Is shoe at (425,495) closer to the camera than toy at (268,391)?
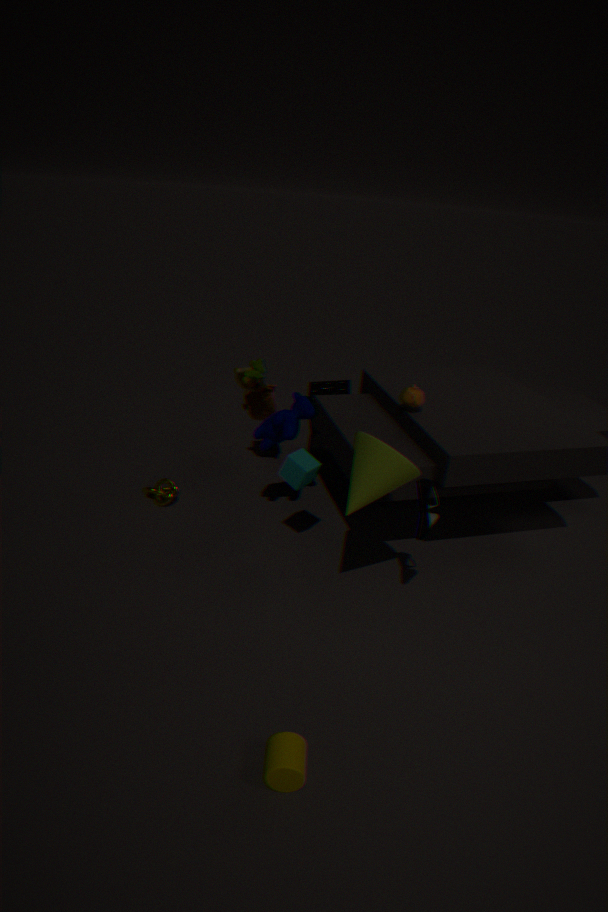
Yes
